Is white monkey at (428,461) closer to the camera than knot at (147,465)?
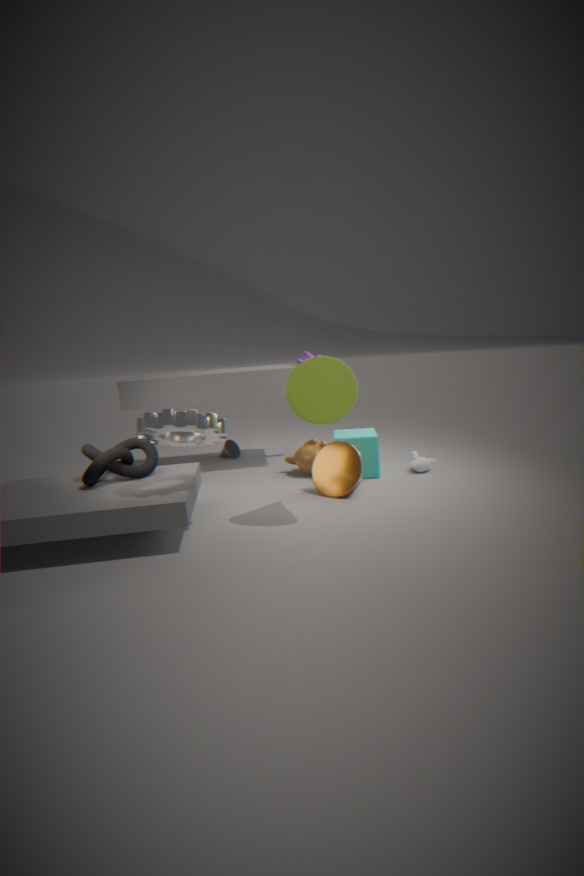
No
